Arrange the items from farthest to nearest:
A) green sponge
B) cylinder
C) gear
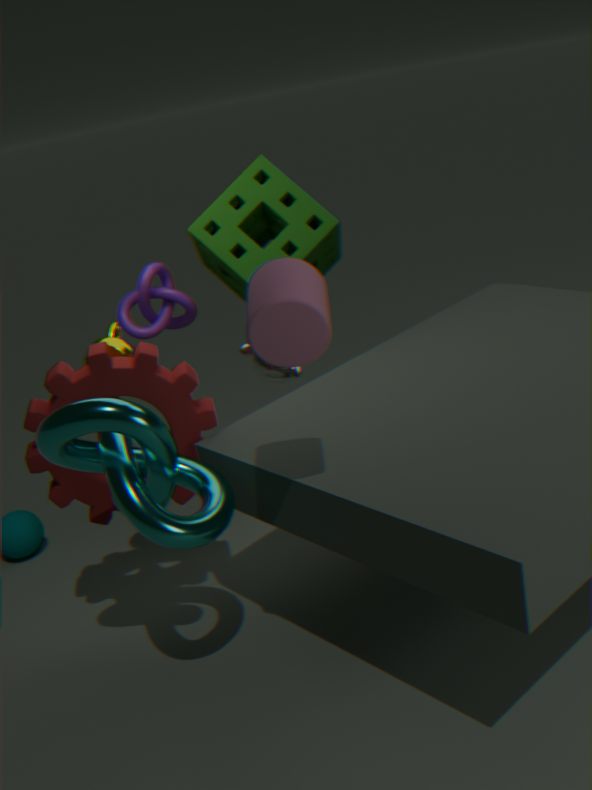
1. green sponge
2. gear
3. cylinder
